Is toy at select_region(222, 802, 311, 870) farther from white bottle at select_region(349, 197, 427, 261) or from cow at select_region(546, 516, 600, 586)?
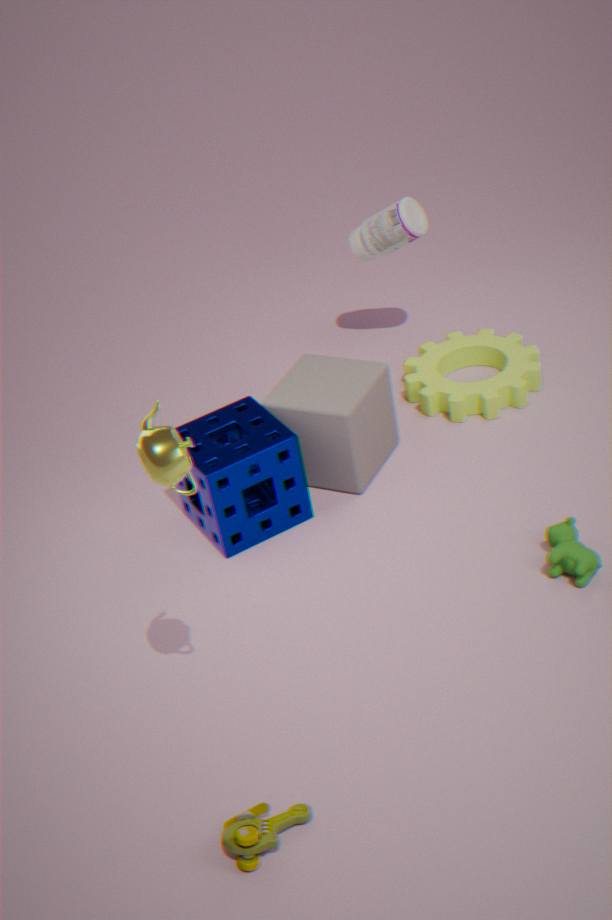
white bottle at select_region(349, 197, 427, 261)
